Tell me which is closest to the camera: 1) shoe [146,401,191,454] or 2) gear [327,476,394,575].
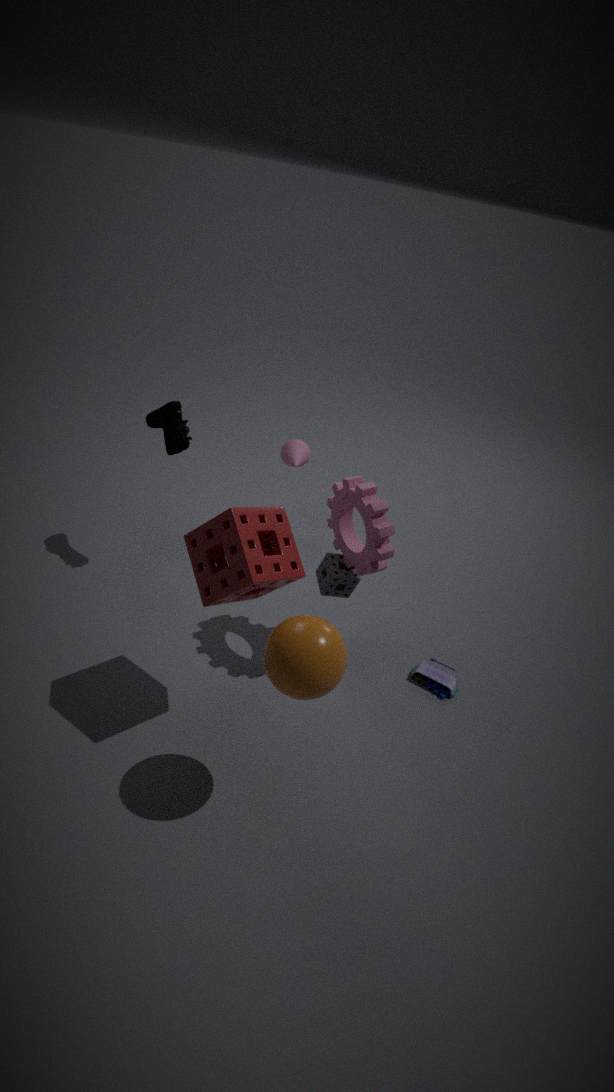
2. gear [327,476,394,575]
